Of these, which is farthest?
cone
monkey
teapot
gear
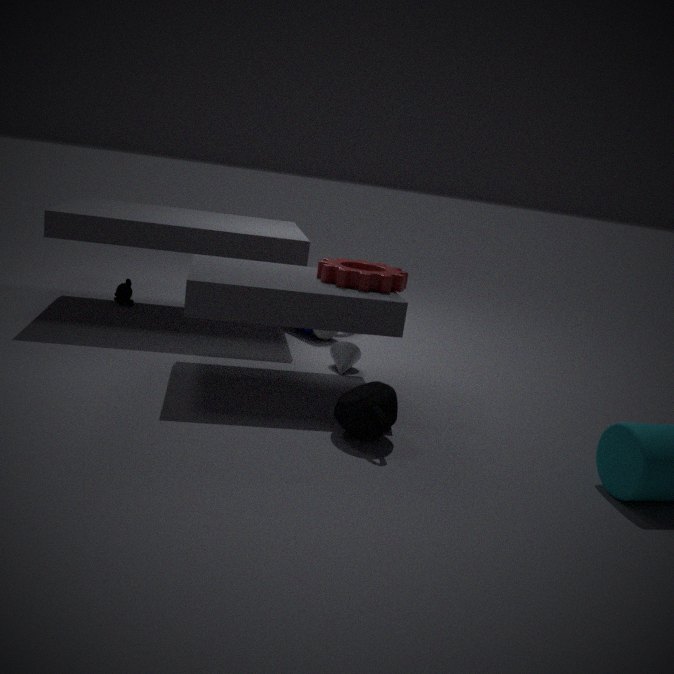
monkey
